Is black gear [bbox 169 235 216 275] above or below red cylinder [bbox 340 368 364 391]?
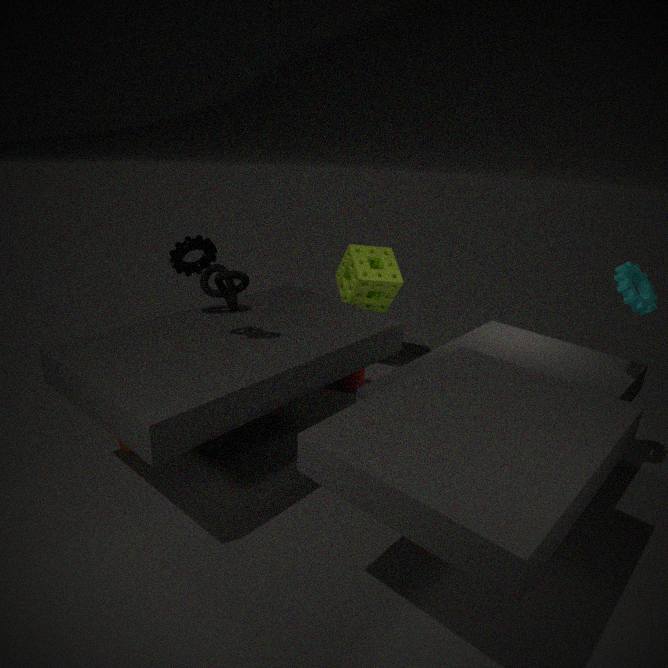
above
